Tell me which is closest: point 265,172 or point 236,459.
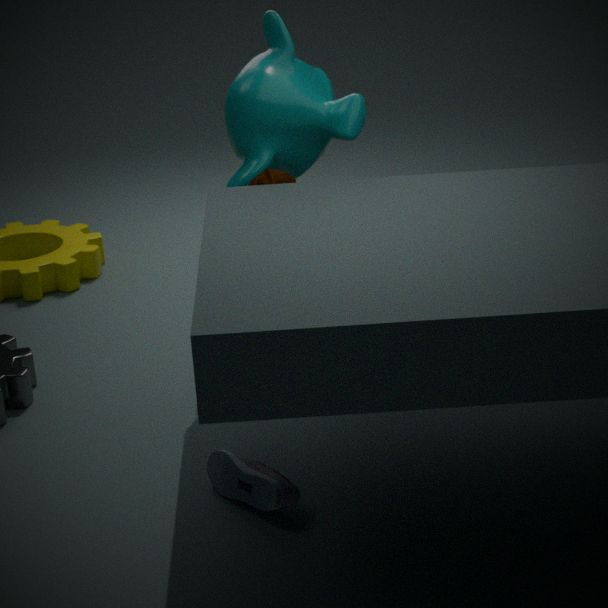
point 236,459
